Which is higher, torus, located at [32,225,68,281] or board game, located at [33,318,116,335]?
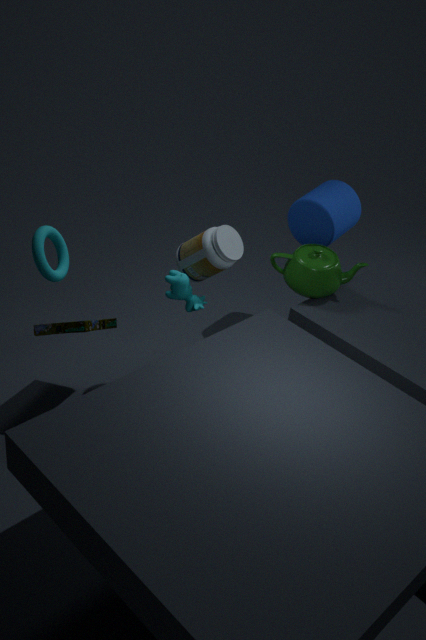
torus, located at [32,225,68,281]
